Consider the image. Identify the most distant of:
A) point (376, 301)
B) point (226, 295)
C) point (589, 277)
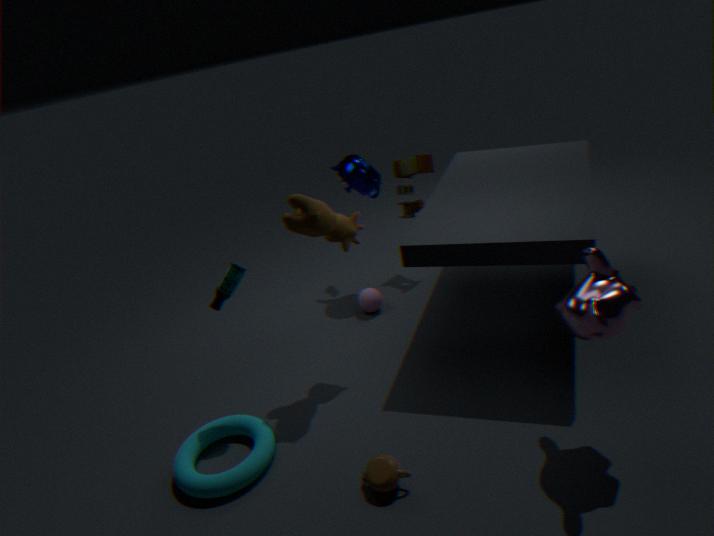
point (376, 301)
